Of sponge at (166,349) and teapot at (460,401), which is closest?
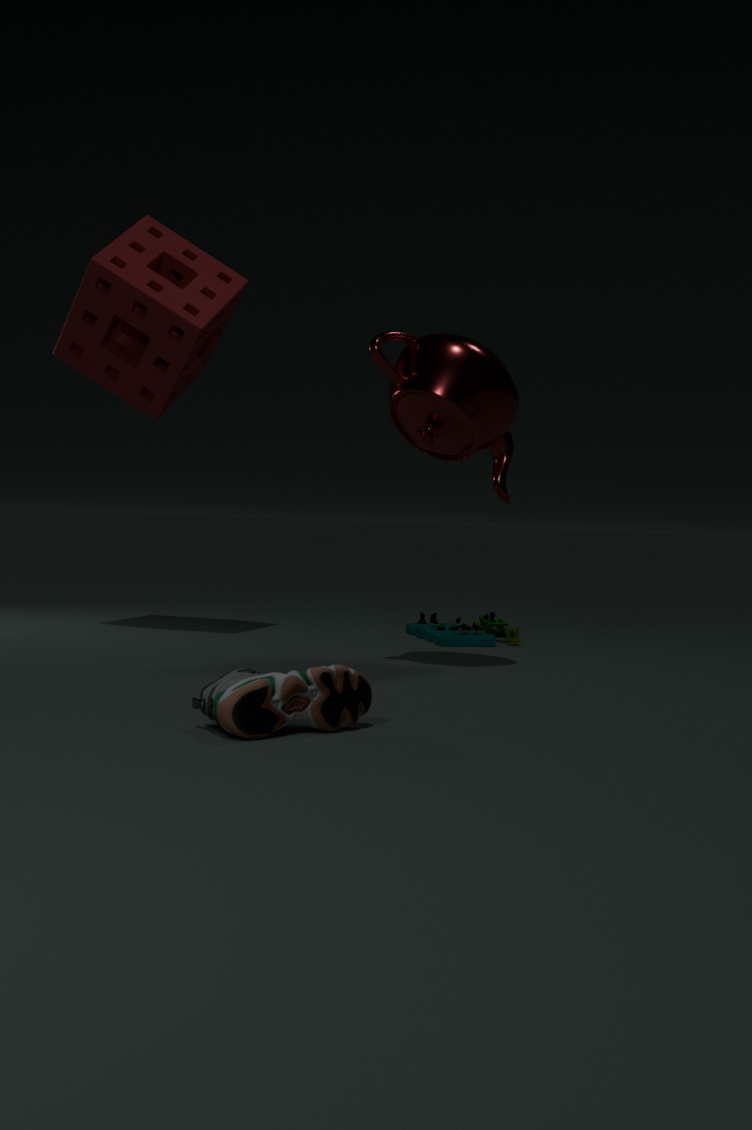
teapot at (460,401)
